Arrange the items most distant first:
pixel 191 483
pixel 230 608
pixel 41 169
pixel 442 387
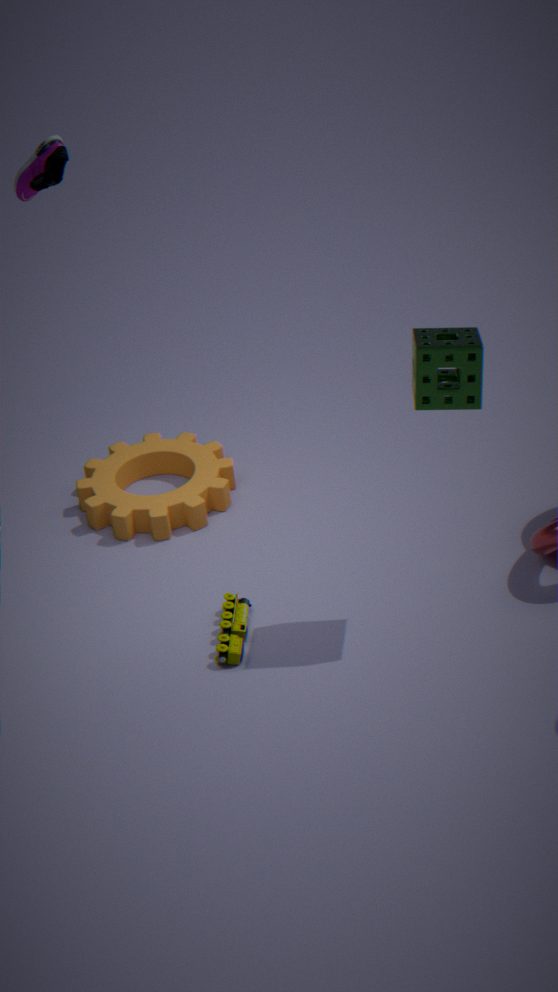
pixel 191 483
pixel 41 169
pixel 230 608
pixel 442 387
